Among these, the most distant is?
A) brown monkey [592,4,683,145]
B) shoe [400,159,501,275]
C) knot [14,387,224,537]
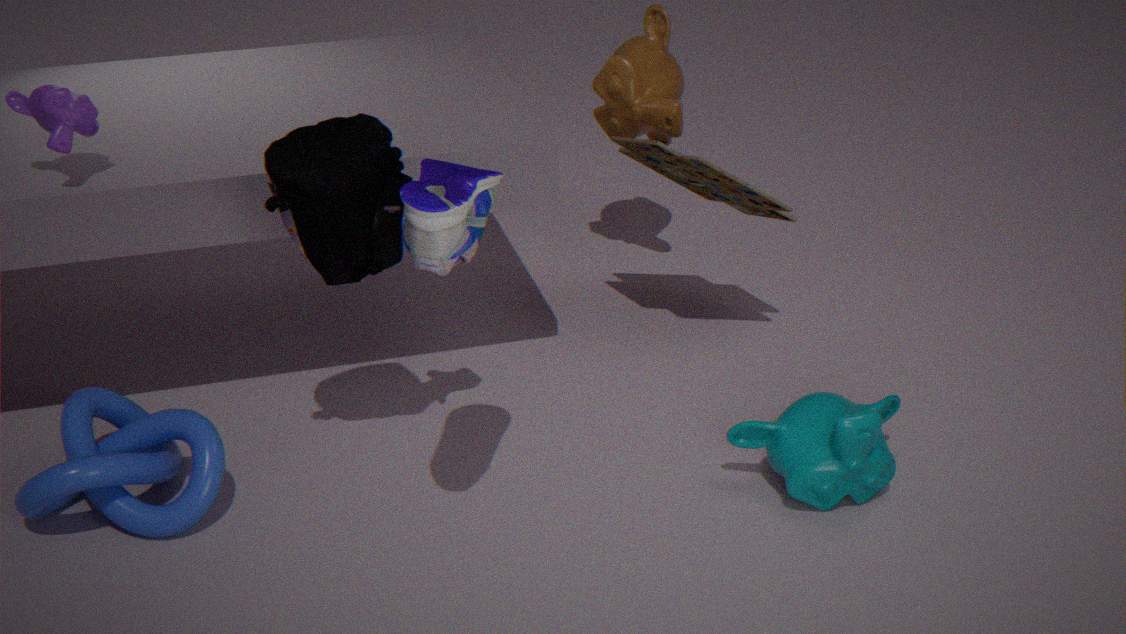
brown monkey [592,4,683,145]
